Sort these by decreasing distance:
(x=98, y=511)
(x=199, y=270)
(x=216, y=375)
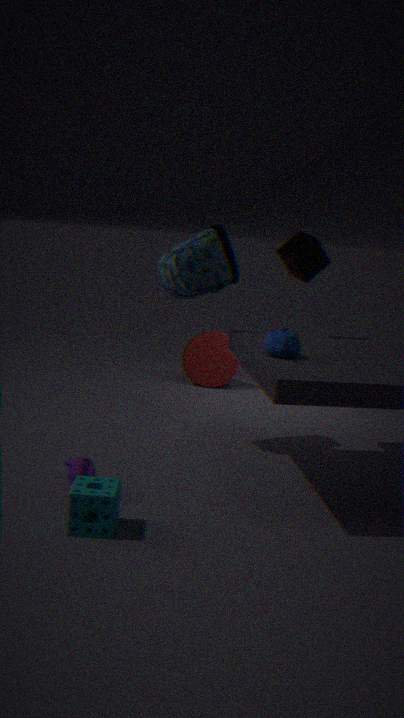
(x=216, y=375), (x=199, y=270), (x=98, y=511)
